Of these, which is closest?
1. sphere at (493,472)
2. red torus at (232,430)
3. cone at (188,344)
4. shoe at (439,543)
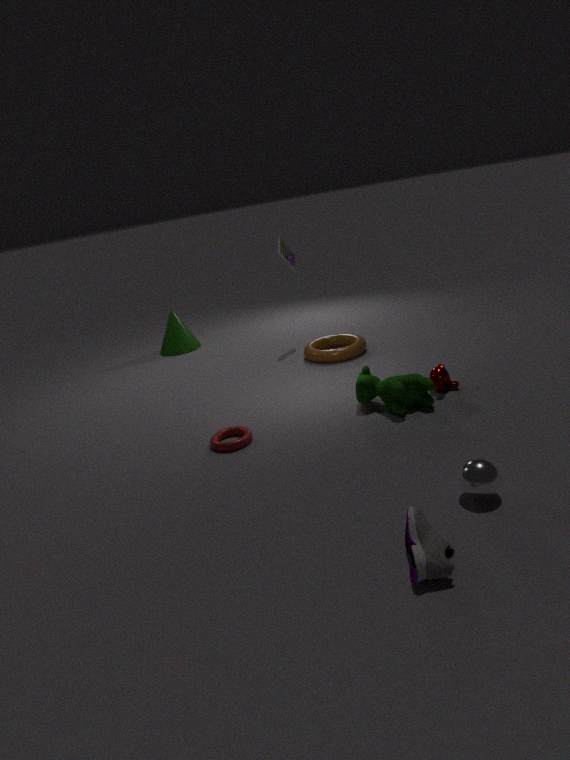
shoe at (439,543)
